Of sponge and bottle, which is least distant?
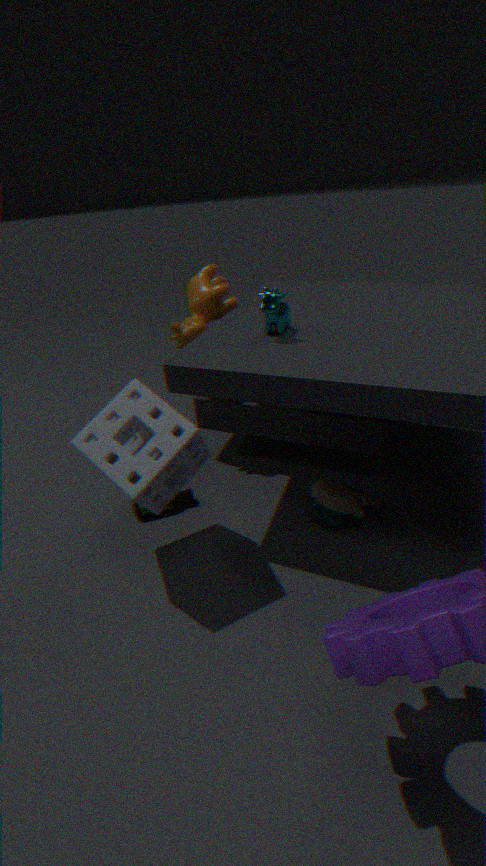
sponge
